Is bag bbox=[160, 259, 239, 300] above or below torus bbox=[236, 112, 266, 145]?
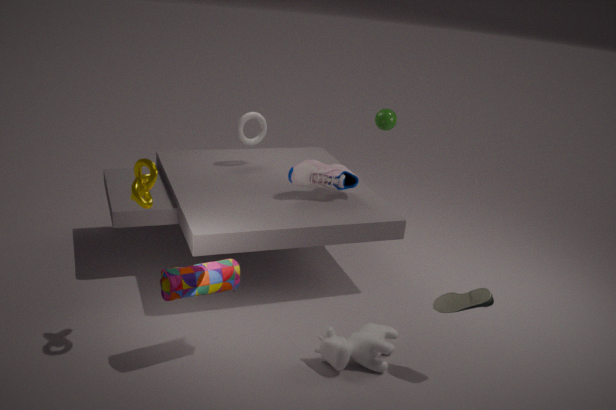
below
